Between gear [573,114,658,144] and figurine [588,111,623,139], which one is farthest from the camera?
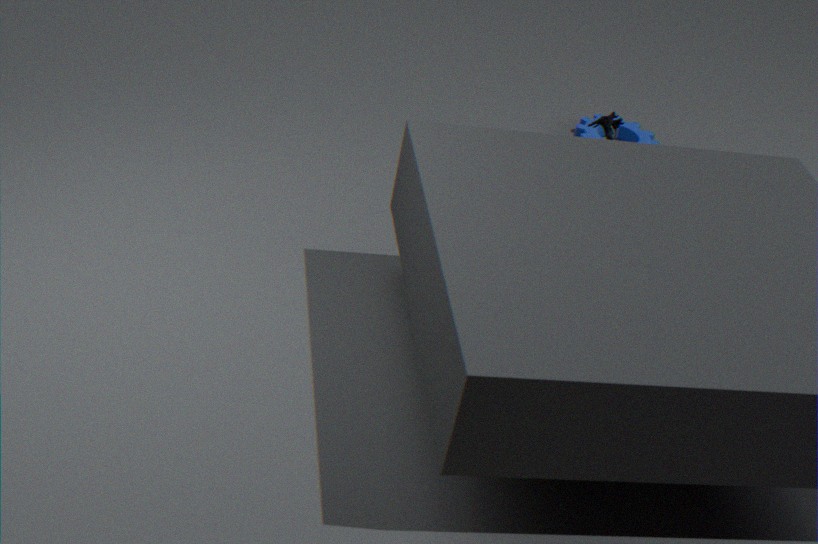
gear [573,114,658,144]
